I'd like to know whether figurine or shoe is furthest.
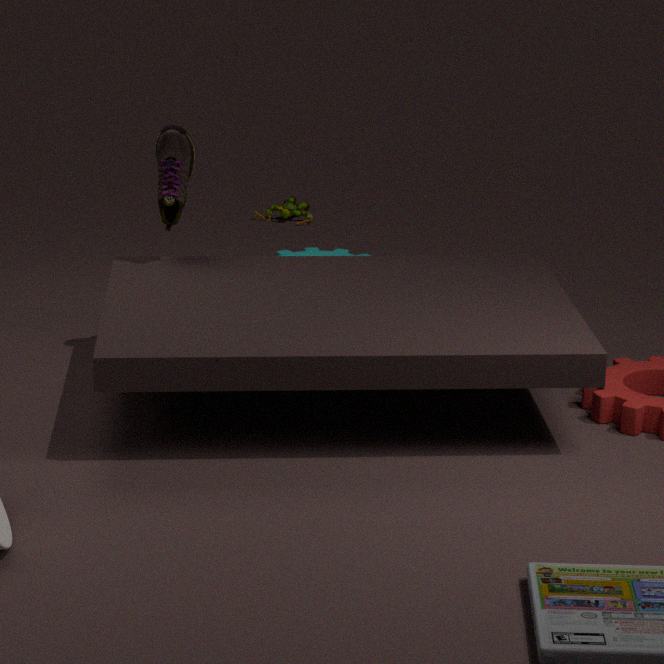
figurine
